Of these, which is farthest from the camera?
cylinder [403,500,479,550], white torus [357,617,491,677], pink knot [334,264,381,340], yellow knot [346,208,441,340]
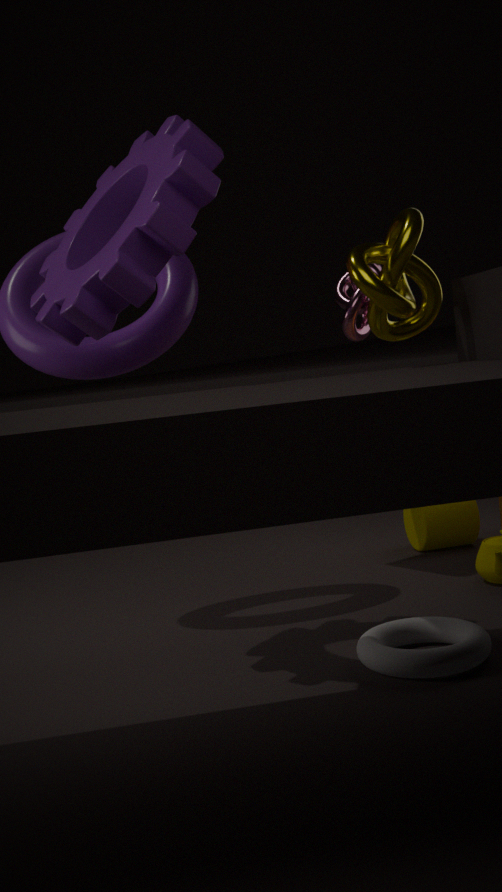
cylinder [403,500,479,550]
